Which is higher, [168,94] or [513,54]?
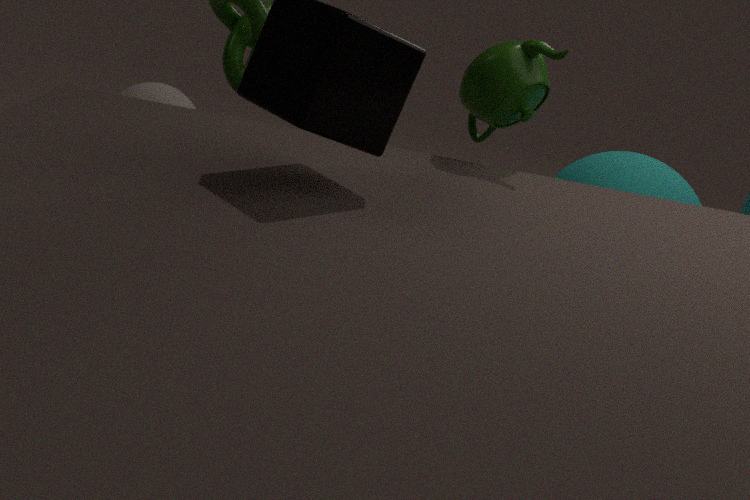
[513,54]
